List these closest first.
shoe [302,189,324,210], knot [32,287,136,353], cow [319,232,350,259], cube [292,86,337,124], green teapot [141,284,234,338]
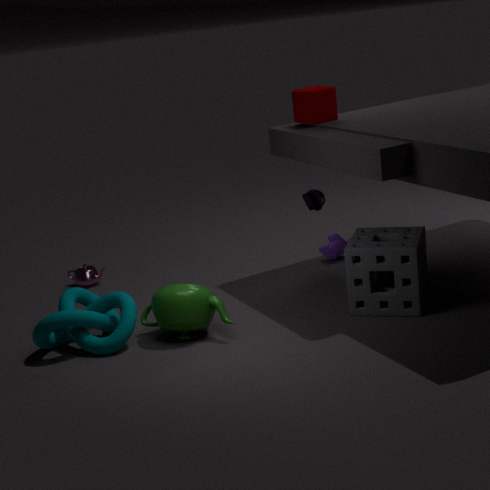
green teapot [141,284,234,338]
knot [32,287,136,353]
cube [292,86,337,124]
shoe [302,189,324,210]
cow [319,232,350,259]
